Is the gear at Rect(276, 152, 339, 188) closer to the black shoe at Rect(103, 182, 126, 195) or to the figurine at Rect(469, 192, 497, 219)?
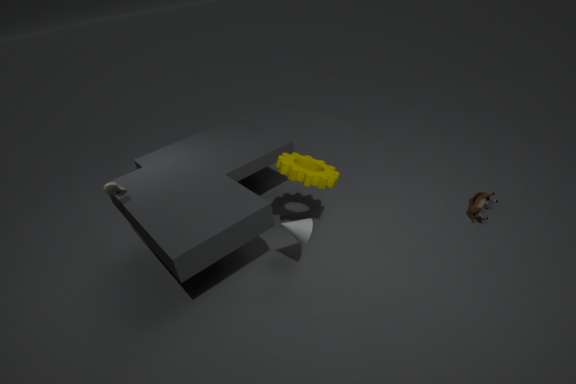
the black shoe at Rect(103, 182, 126, 195)
